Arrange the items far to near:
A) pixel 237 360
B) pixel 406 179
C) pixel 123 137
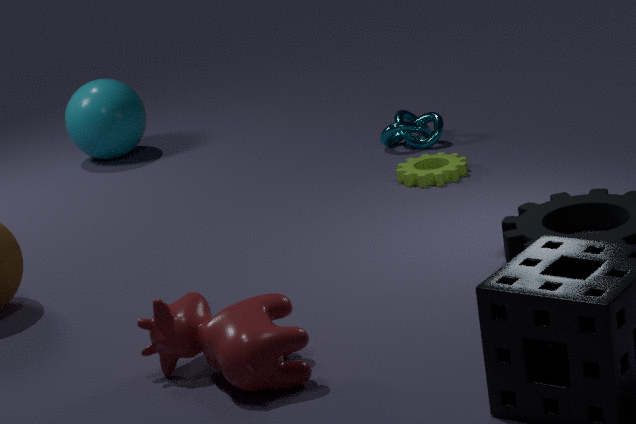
pixel 123 137 → pixel 406 179 → pixel 237 360
